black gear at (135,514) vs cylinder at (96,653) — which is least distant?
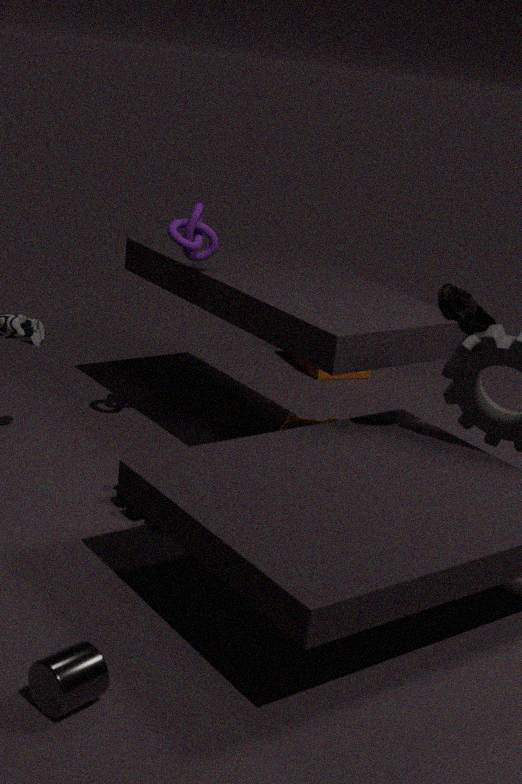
cylinder at (96,653)
